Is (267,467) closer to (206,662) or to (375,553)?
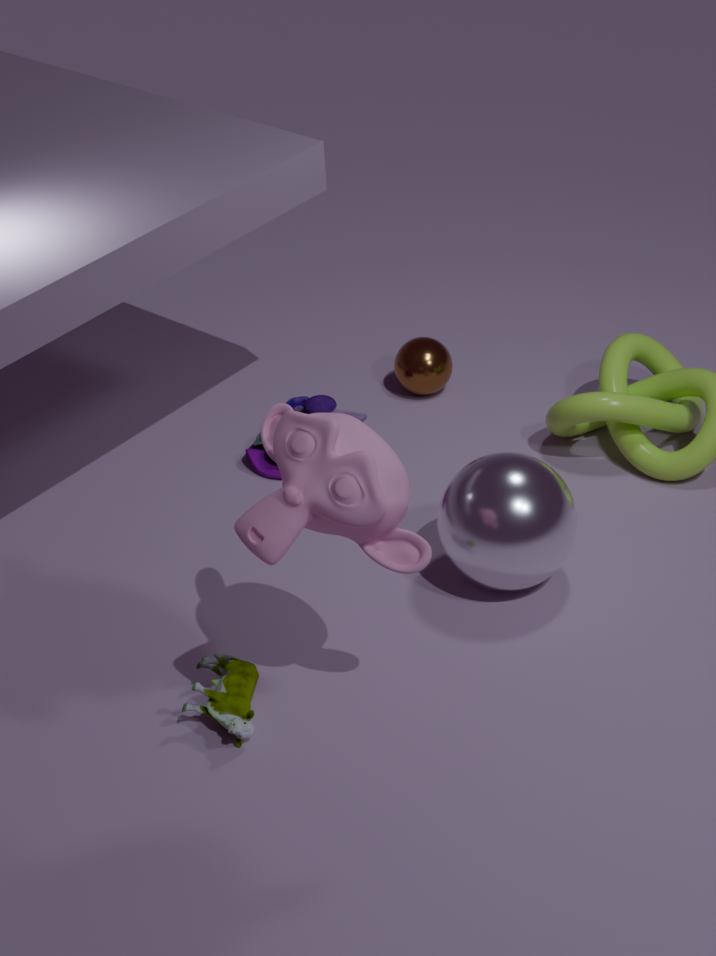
(206,662)
